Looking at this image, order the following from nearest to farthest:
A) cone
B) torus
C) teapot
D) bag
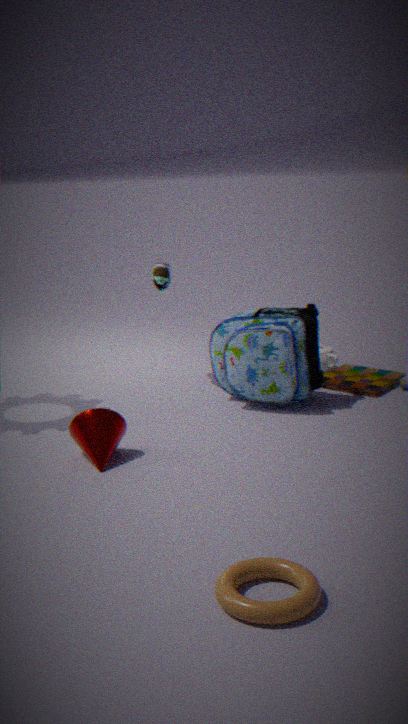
torus < cone < bag < teapot
